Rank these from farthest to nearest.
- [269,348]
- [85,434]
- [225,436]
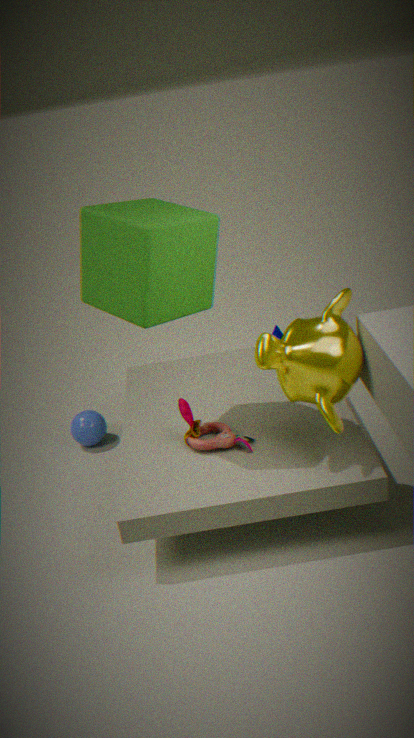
[85,434] → [225,436] → [269,348]
